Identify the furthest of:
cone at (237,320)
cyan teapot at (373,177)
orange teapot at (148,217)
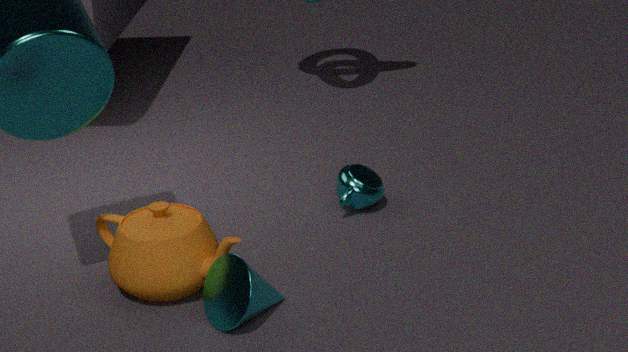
cyan teapot at (373,177)
